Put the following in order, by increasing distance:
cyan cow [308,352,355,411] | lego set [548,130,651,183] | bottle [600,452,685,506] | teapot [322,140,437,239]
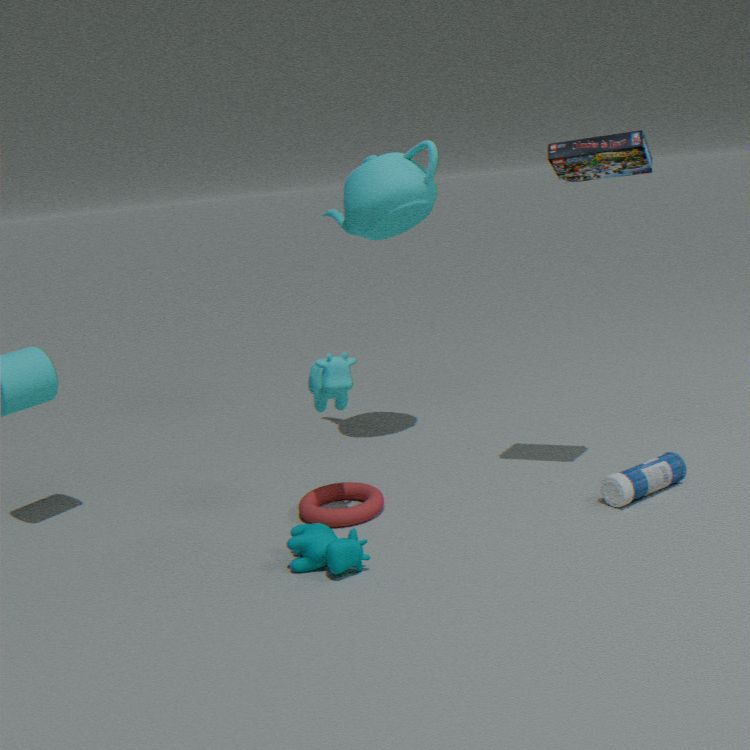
1. lego set [548,130,651,183]
2. cyan cow [308,352,355,411]
3. bottle [600,452,685,506]
4. teapot [322,140,437,239]
